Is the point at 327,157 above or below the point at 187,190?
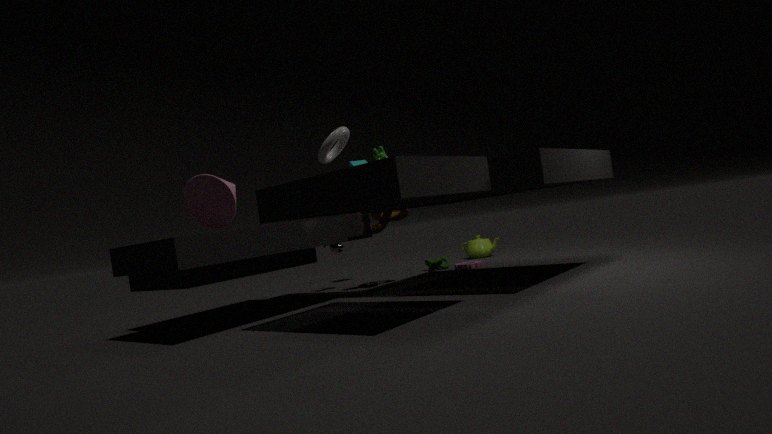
above
